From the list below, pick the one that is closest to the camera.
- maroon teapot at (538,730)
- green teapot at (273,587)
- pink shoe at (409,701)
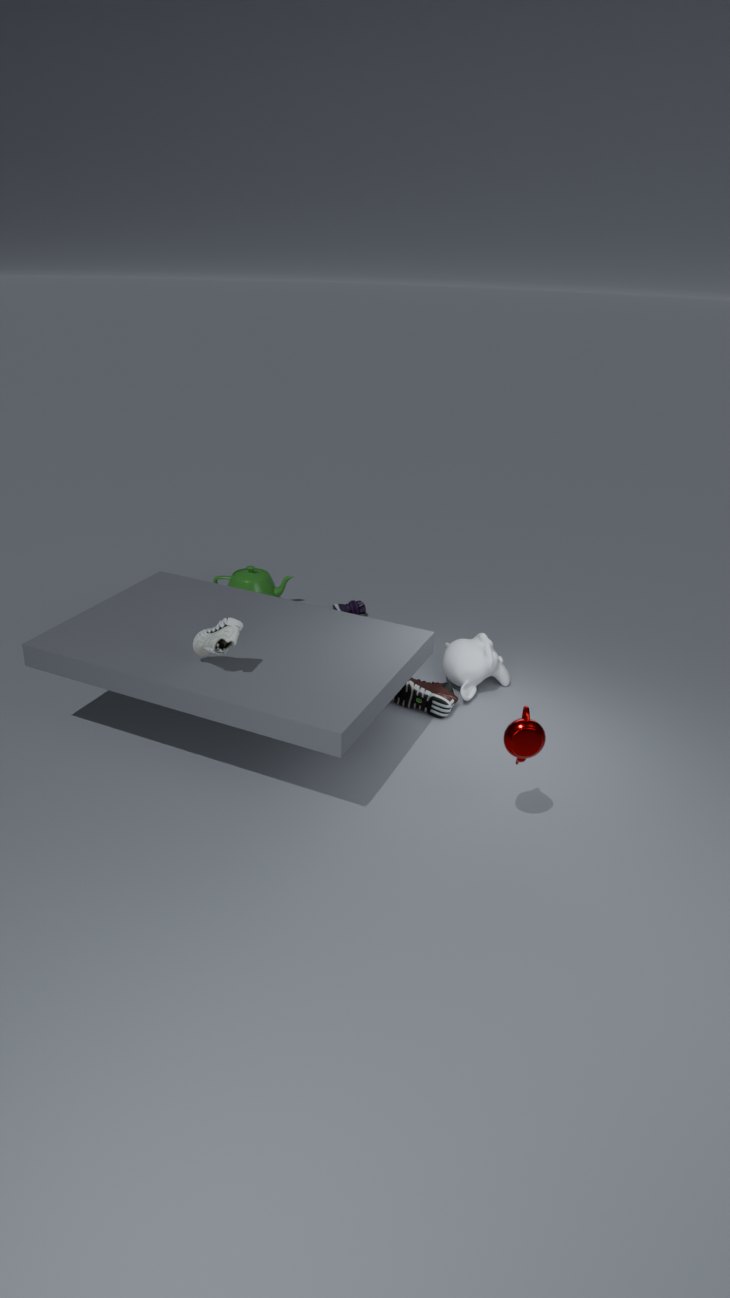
maroon teapot at (538,730)
